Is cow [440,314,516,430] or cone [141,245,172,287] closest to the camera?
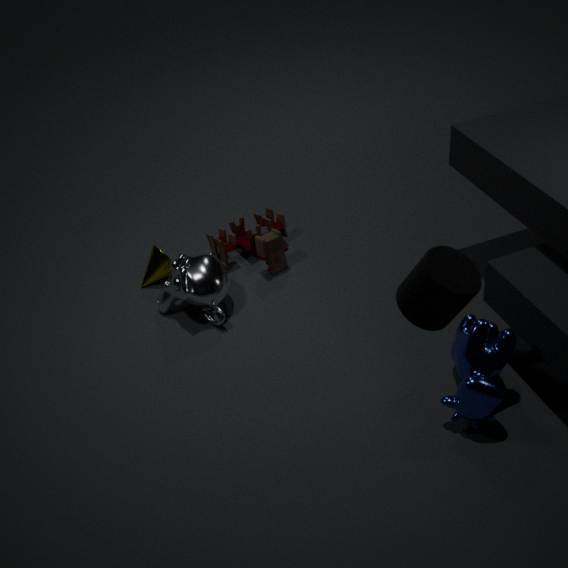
cow [440,314,516,430]
